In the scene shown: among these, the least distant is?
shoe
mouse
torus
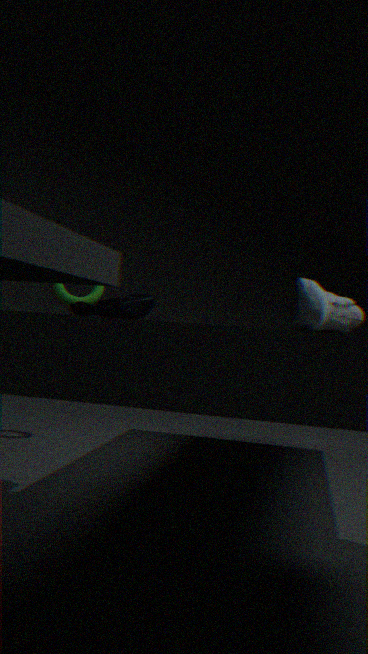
shoe
